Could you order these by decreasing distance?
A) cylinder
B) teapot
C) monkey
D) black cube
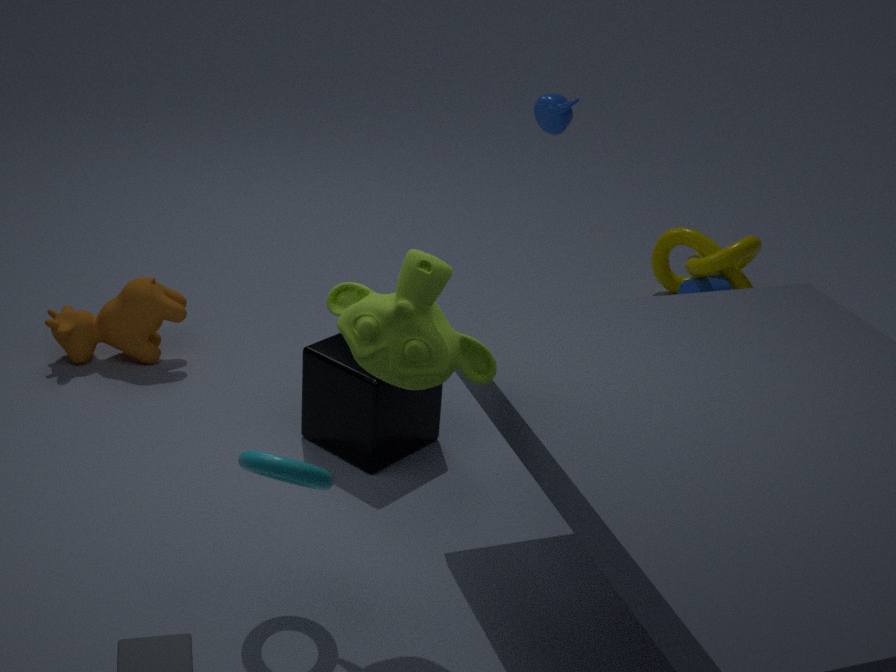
1. cylinder
2. teapot
3. black cube
4. monkey
